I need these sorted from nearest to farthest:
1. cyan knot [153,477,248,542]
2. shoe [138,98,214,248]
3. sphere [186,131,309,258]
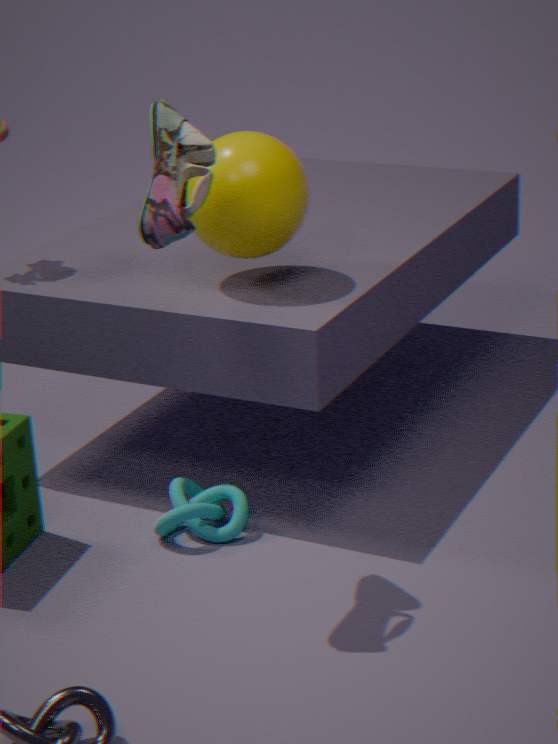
shoe [138,98,214,248]
sphere [186,131,309,258]
cyan knot [153,477,248,542]
